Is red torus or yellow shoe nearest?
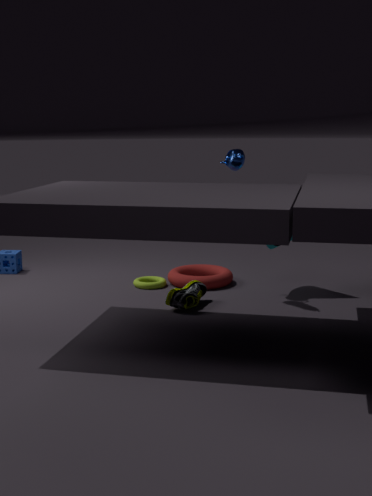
yellow shoe
